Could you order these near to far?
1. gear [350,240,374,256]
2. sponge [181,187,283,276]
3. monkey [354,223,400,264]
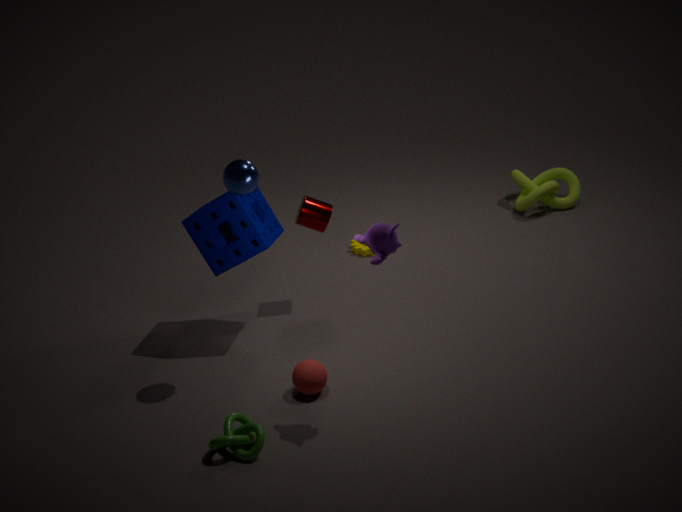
monkey [354,223,400,264] < sponge [181,187,283,276] < gear [350,240,374,256]
